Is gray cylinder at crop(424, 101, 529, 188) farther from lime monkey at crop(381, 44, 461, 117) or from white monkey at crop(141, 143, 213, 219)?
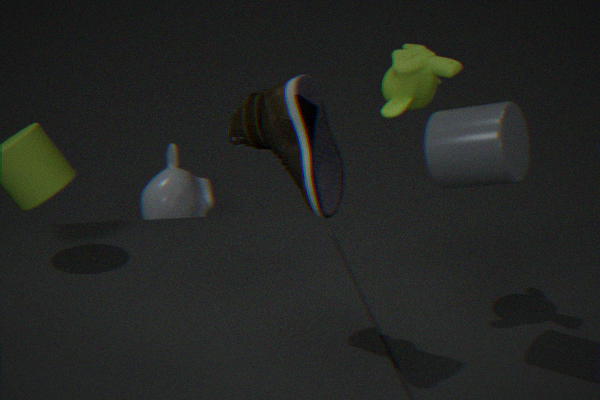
white monkey at crop(141, 143, 213, 219)
